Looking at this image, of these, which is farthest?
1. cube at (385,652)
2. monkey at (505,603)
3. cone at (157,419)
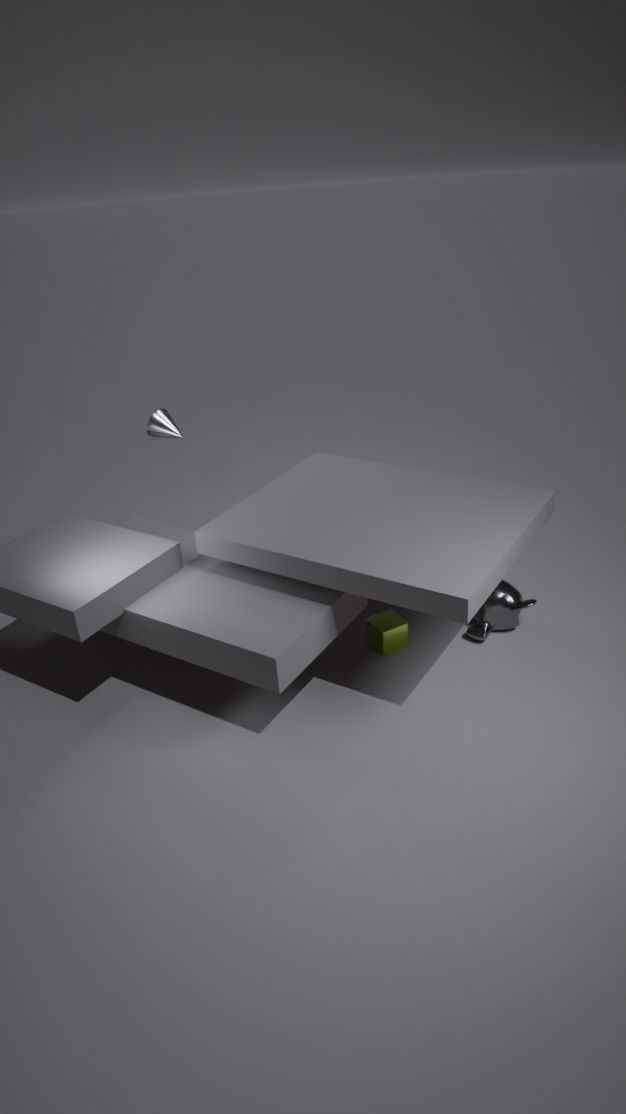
cone at (157,419)
